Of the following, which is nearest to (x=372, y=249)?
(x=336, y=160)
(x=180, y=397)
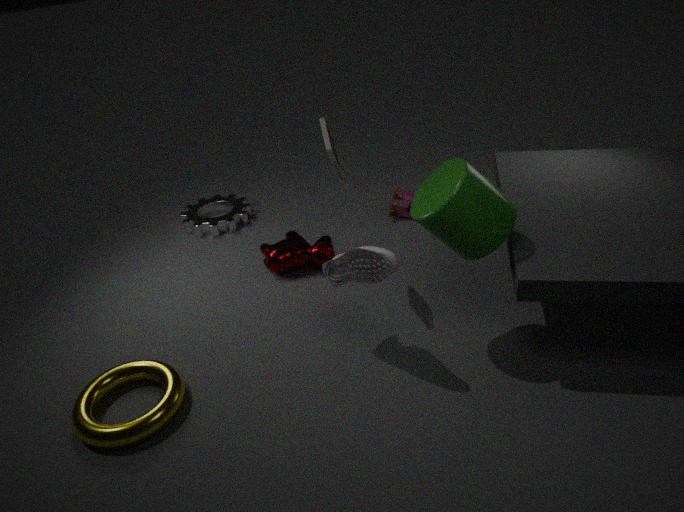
(x=336, y=160)
